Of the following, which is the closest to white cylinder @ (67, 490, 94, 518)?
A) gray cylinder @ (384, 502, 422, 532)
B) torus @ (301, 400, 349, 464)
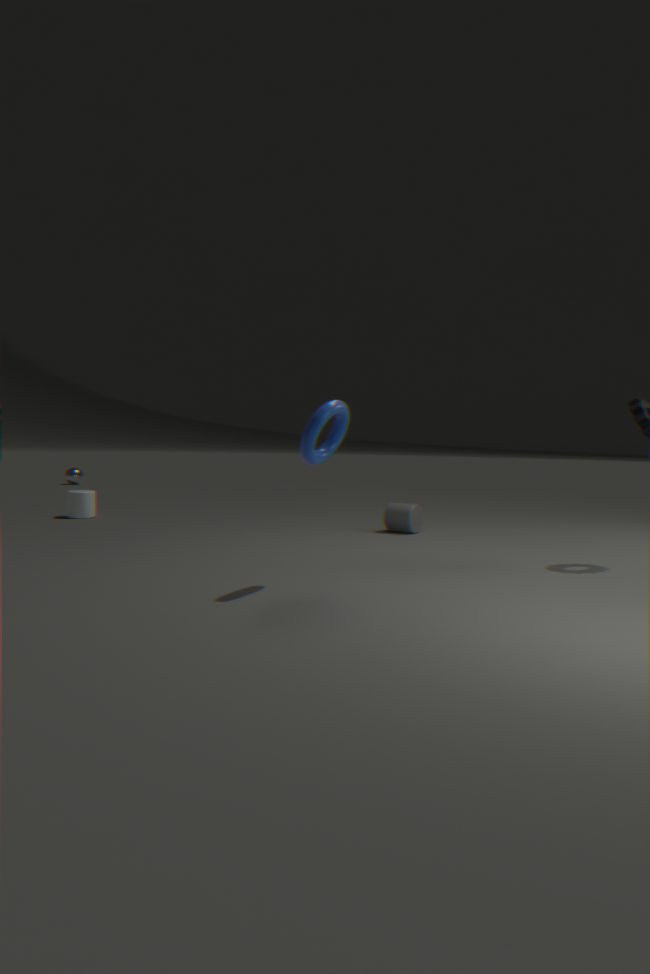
gray cylinder @ (384, 502, 422, 532)
